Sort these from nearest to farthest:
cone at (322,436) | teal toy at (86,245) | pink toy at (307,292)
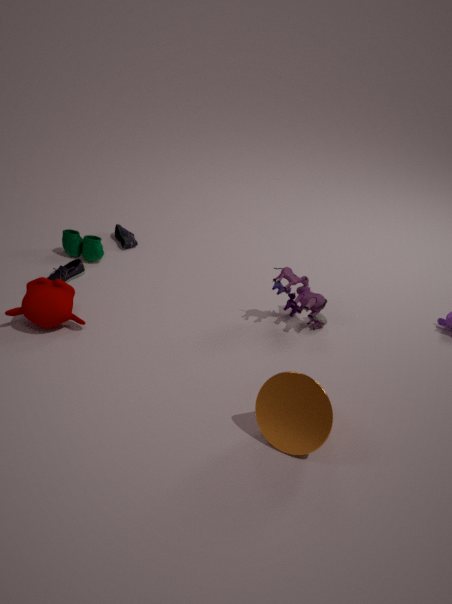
cone at (322,436) → pink toy at (307,292) → teal toy at (86,245)
